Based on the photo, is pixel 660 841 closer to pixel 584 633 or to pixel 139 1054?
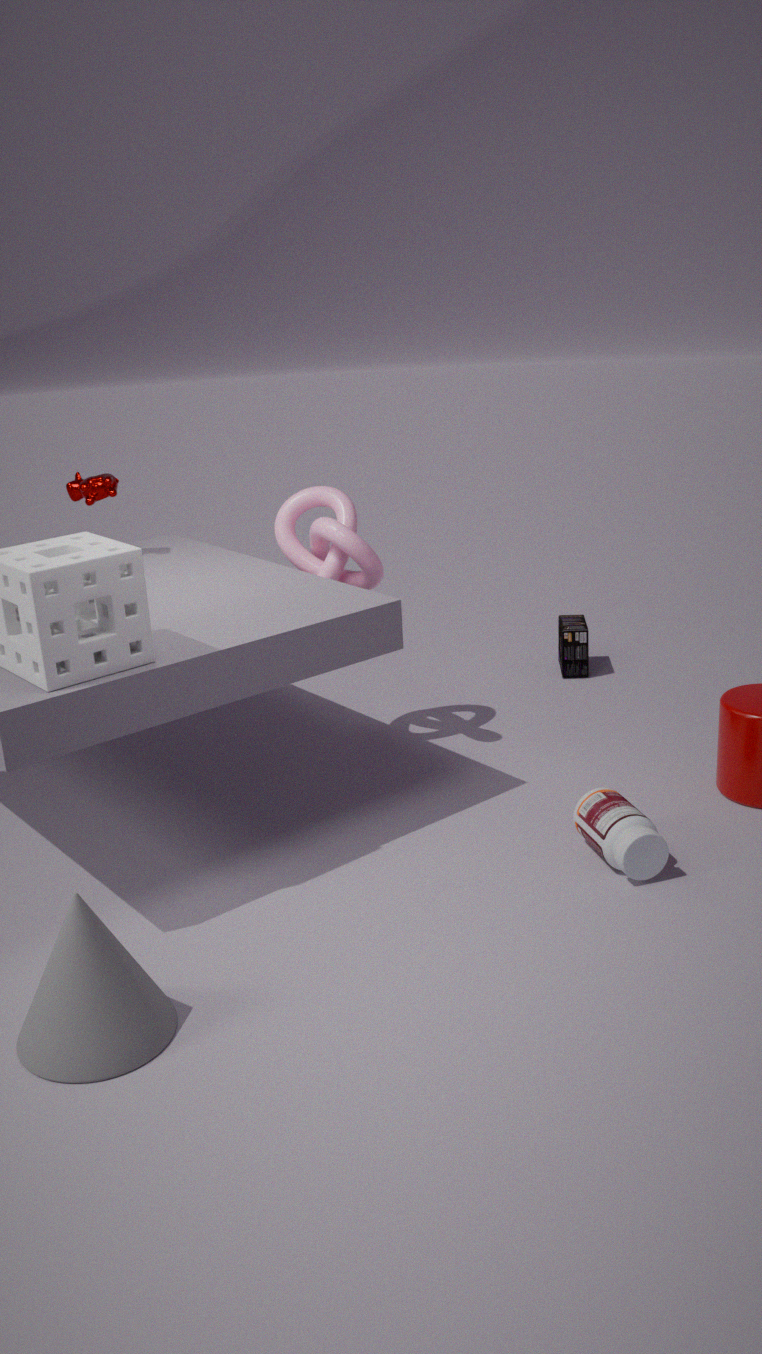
pixel 139 1054
